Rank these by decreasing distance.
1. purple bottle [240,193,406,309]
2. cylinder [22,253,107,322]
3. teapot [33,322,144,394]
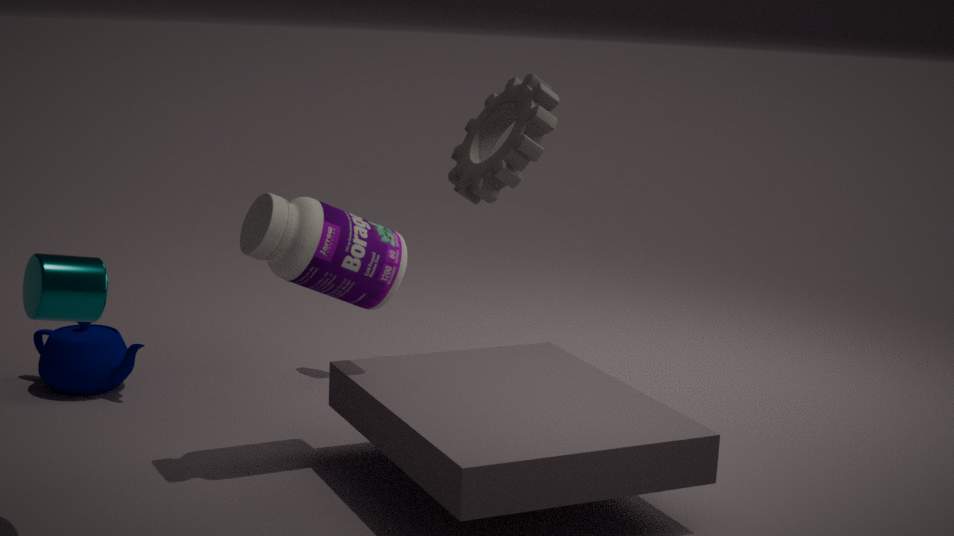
teapot [33,322,144,394] < purple bottle [240,193,406,309] < cylinder [22,253,107,322]
